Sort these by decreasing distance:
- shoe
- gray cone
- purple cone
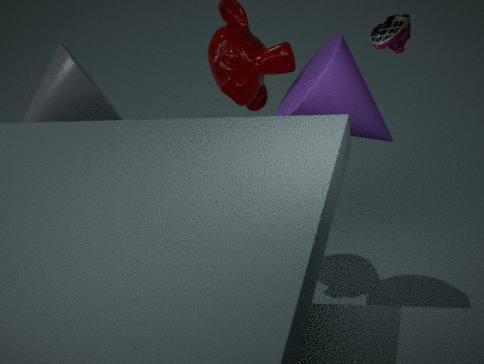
gray cone → purple cone → shoe
